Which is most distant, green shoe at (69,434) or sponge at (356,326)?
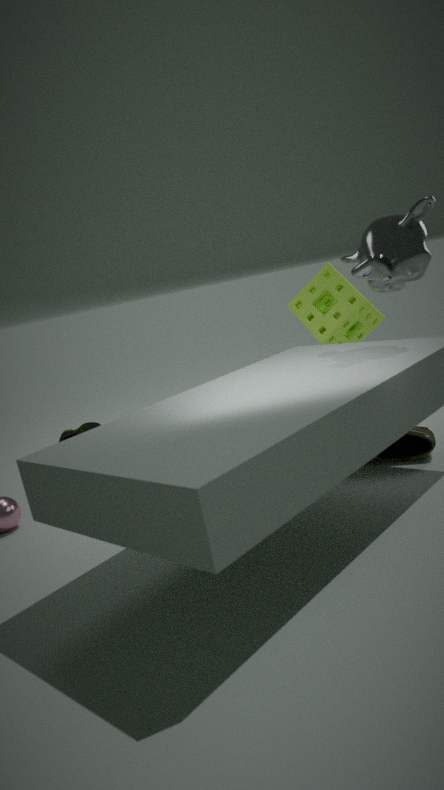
green shoe at (69,434)
